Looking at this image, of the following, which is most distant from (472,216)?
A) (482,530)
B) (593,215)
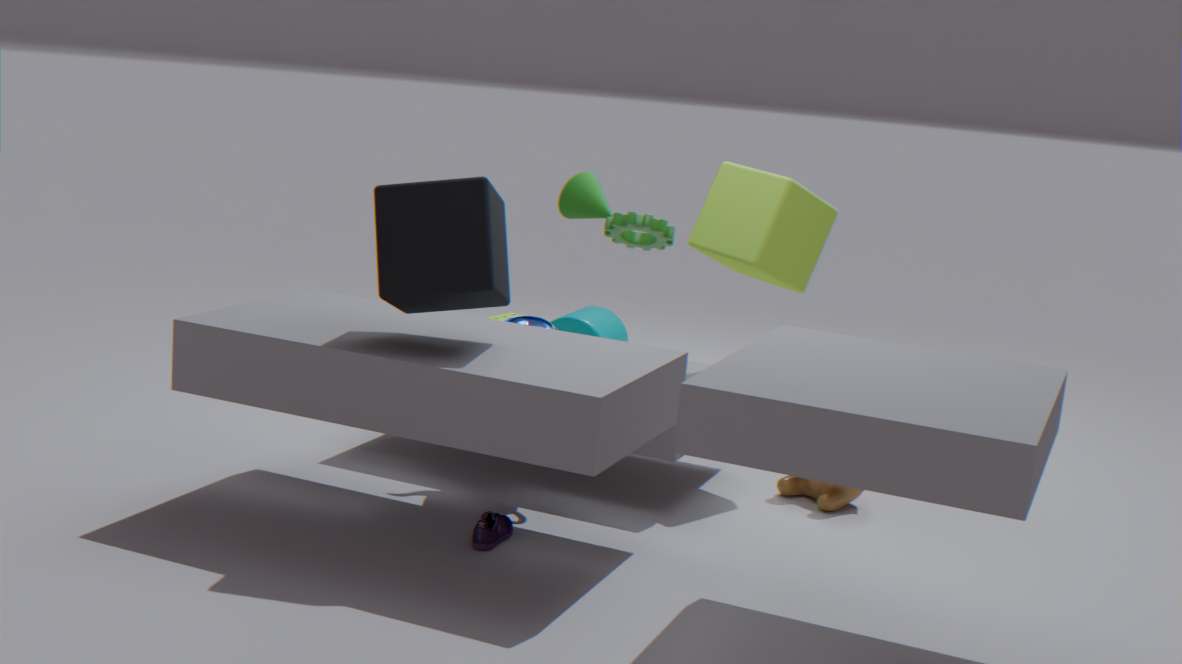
(593,215)
